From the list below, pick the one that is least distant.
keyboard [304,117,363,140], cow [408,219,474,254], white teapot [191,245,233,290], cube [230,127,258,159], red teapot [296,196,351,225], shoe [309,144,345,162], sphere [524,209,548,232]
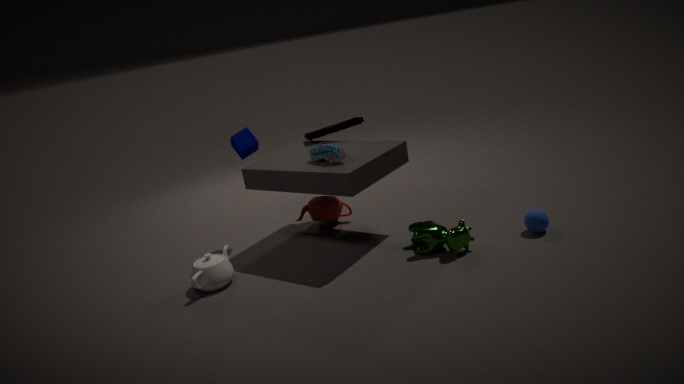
cow [408,219,474,254]
